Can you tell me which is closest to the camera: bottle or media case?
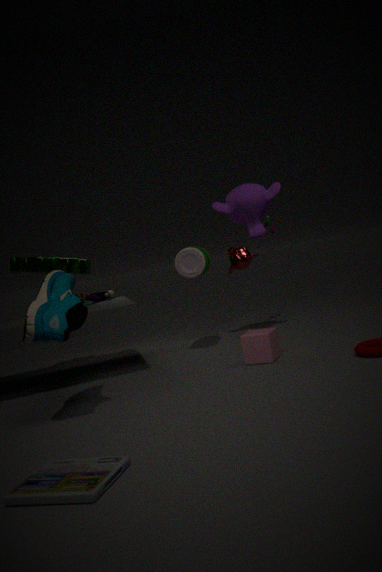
media case
